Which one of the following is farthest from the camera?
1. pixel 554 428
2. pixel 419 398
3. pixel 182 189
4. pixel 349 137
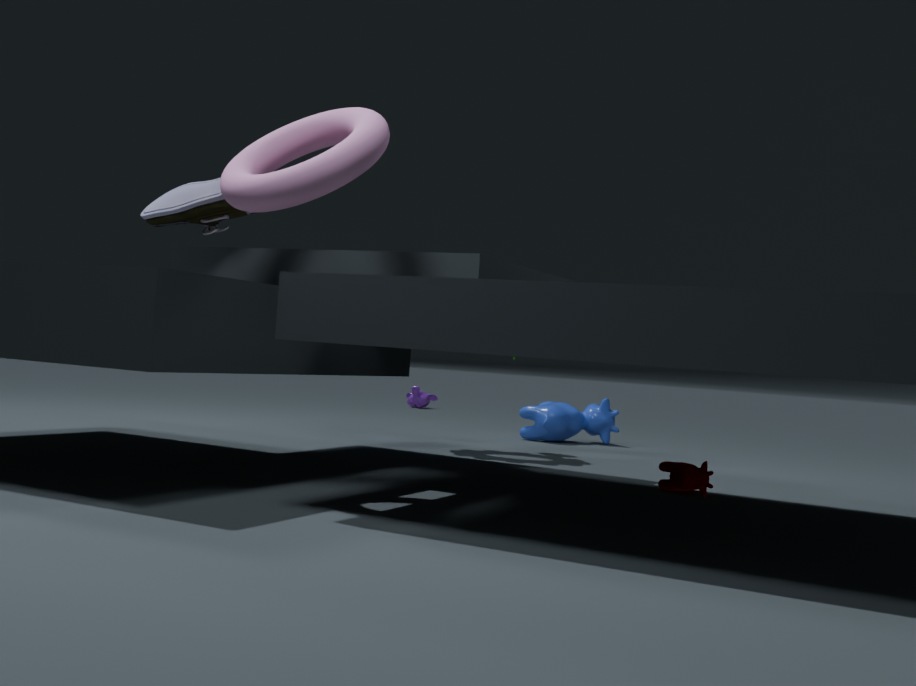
pixel 419 398
